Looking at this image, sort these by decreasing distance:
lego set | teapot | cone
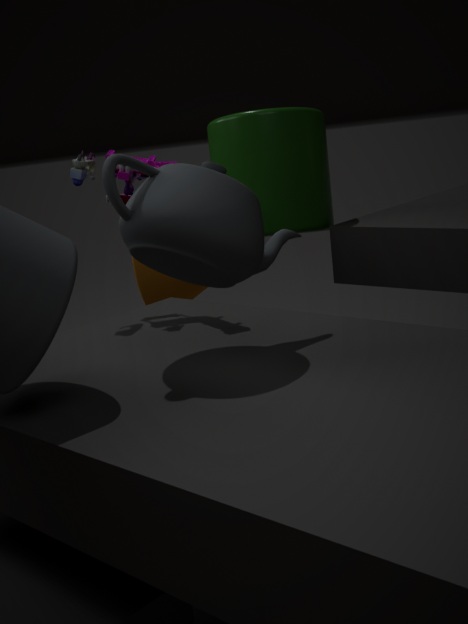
cone < lego set < teapot
